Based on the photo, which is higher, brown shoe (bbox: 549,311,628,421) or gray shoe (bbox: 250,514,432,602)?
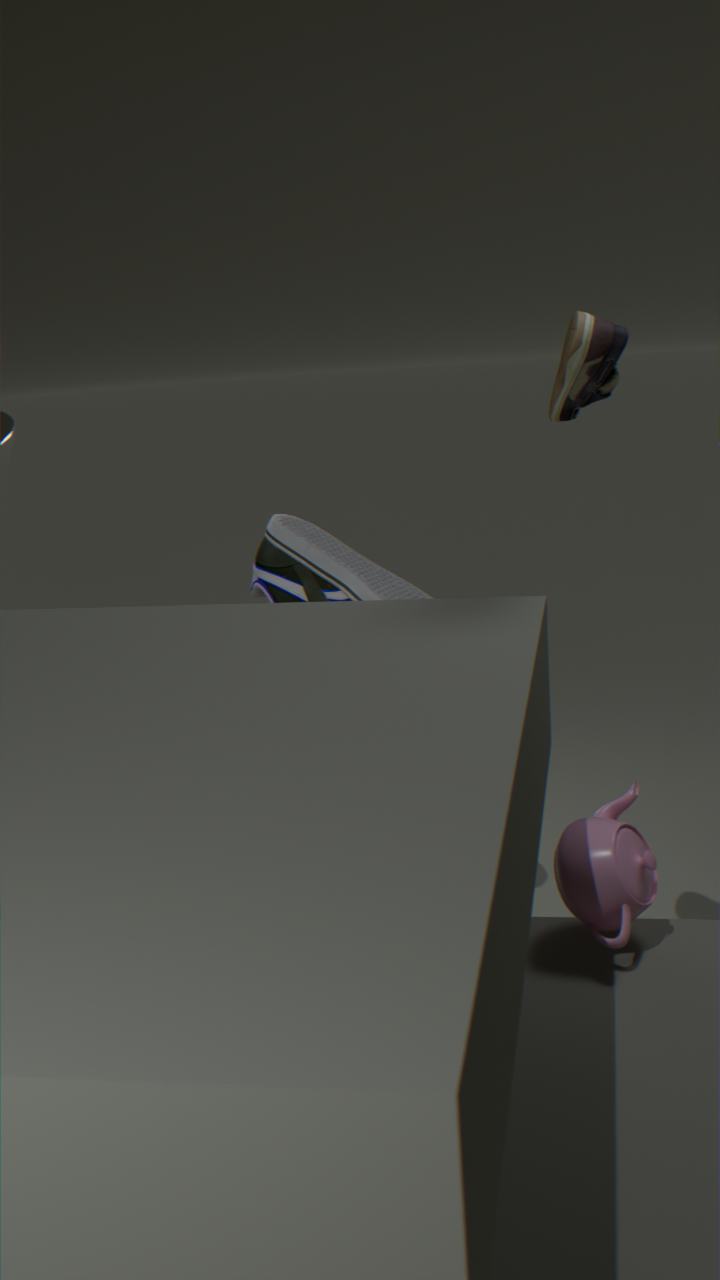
brown shoe (bbox: 549,311,628,421)
